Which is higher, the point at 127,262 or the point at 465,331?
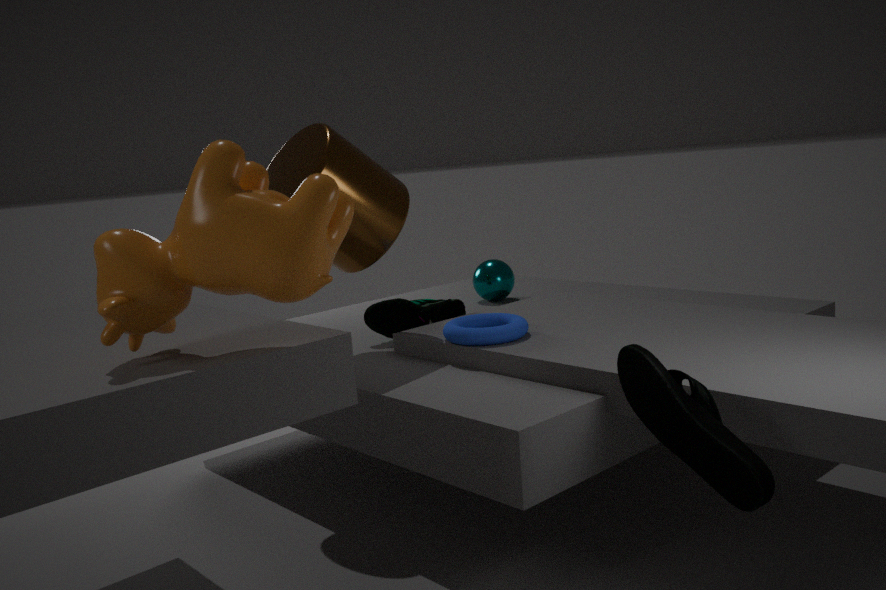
the point at 127,262
